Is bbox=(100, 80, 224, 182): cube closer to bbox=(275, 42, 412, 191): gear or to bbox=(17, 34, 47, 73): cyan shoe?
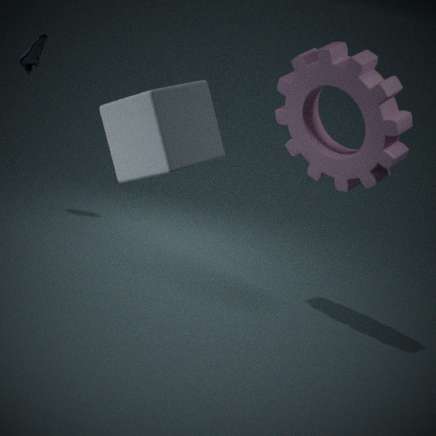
bbox=(275, 42, 412, 191): gear
